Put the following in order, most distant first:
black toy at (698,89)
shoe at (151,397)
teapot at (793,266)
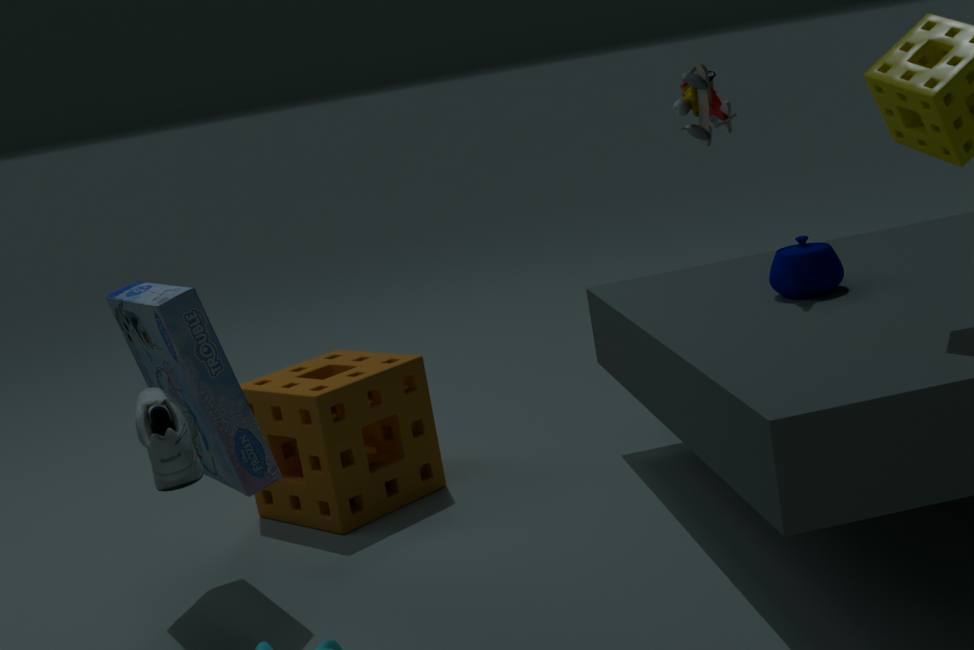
black toy at (698,89) < teapot at (793,266) < shoe at (151,397)
